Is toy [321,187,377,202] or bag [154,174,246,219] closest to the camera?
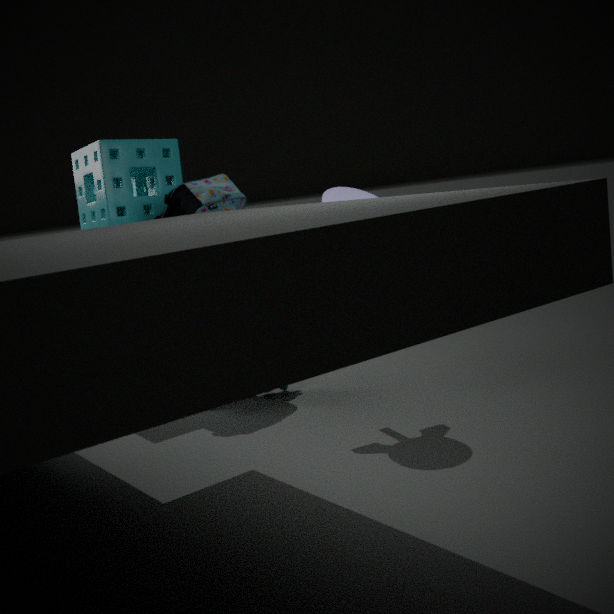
toy [321,187,377,202]
